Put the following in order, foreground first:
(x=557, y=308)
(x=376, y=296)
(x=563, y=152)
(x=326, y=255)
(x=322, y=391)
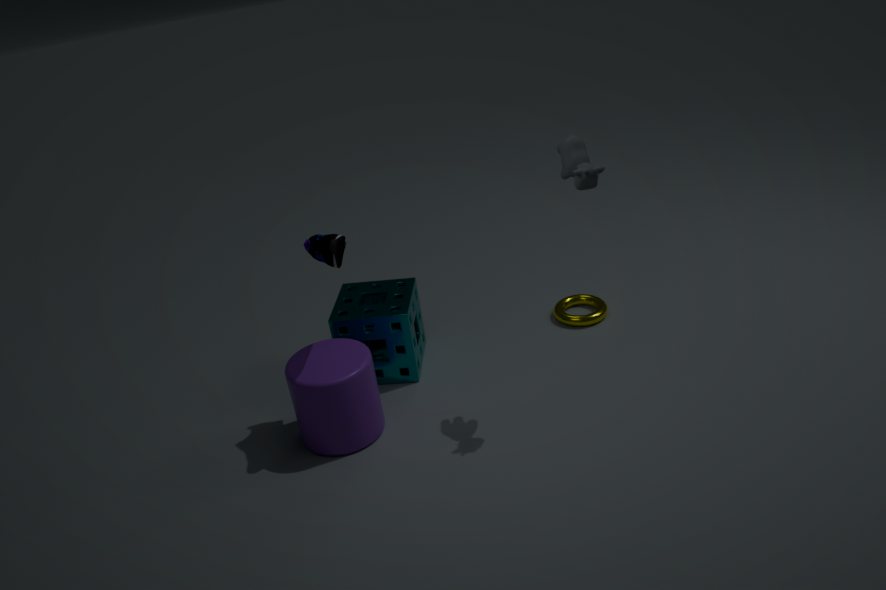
(x=563, y=152), (x=326, y=255), (x=322, y=391), (x=376, y=296), (x=557, y=308)
